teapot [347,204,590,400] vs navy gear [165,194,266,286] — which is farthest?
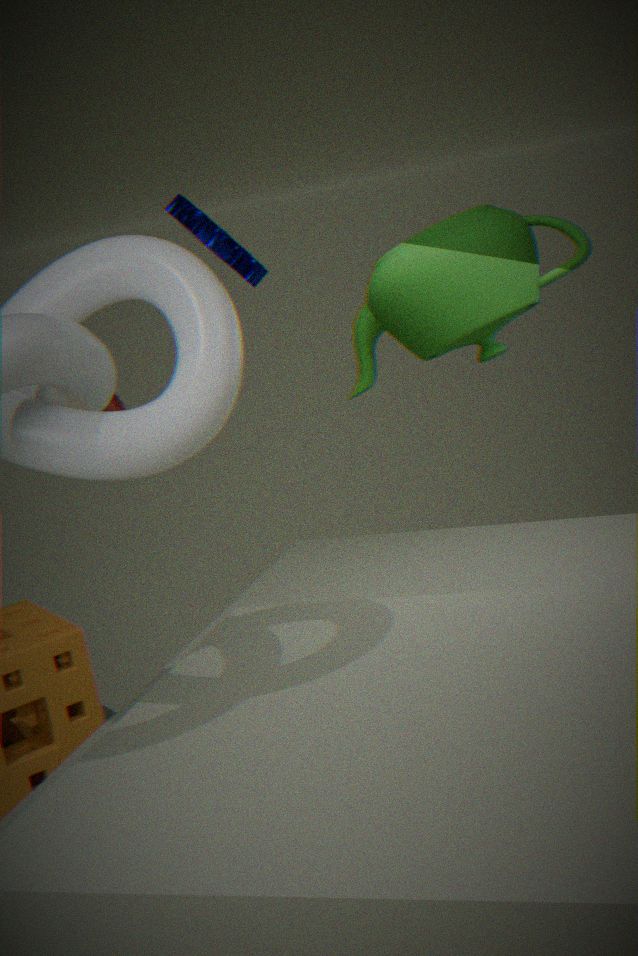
navy gear [165,194,266,286]
